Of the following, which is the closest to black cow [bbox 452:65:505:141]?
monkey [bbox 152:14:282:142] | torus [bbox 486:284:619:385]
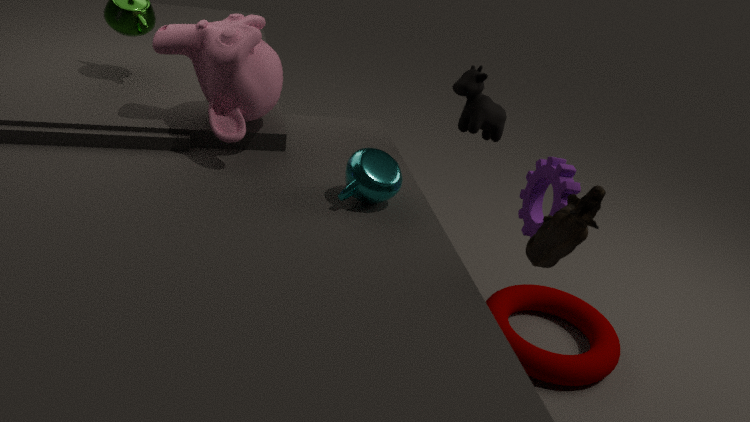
monkey [bbox 152:14:282:142]
